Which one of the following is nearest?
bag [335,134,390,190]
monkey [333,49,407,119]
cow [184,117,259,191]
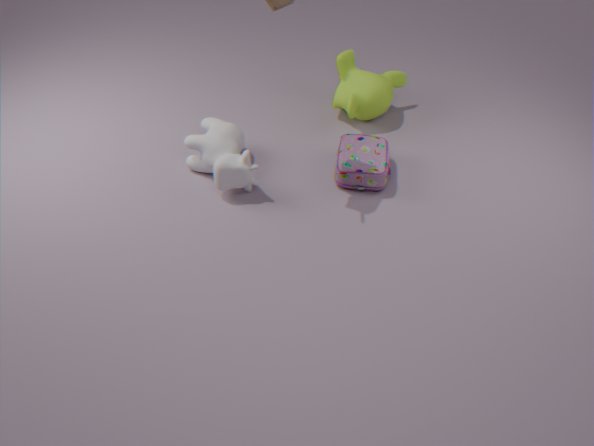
cow [184,117,259,191]
